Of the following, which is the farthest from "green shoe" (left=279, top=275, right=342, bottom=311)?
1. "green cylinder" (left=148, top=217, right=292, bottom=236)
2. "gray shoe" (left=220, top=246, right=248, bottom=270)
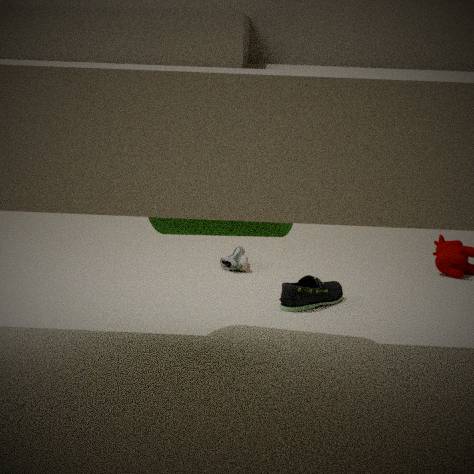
"gray shoe" (left=220, top=246, right=248, bottom=270)
